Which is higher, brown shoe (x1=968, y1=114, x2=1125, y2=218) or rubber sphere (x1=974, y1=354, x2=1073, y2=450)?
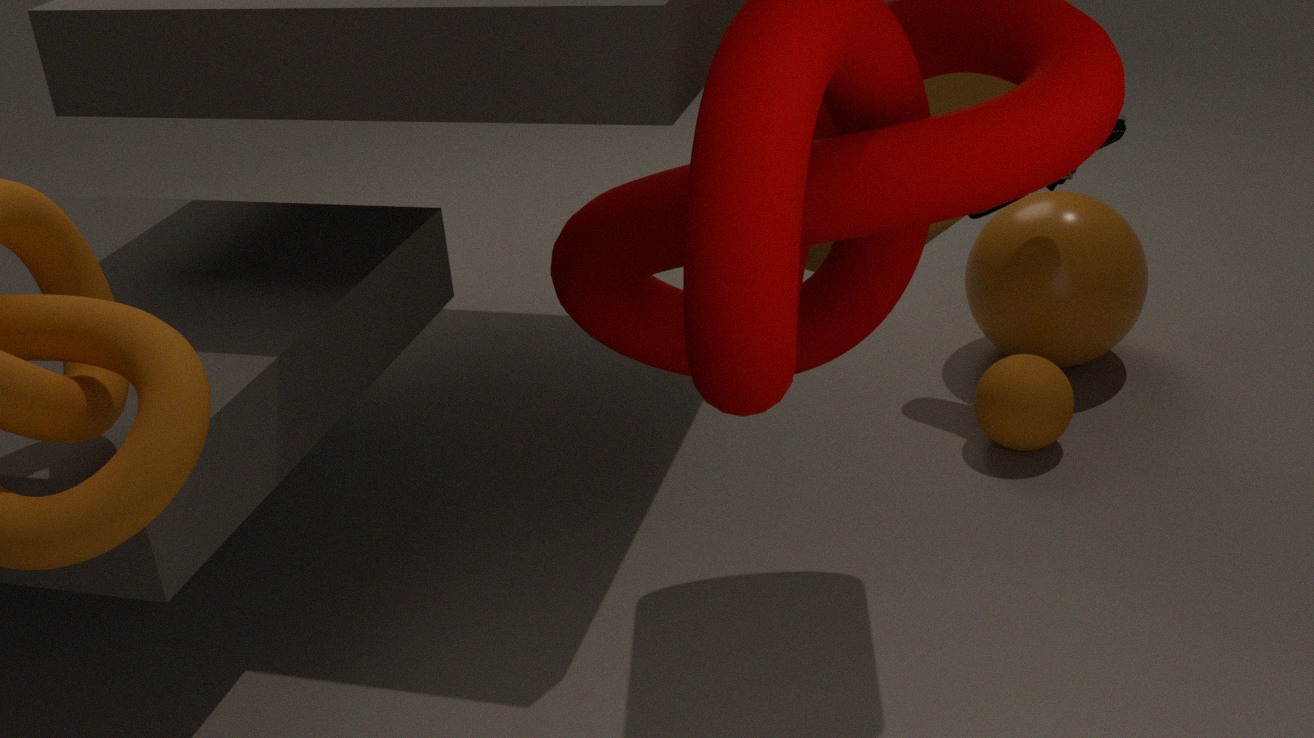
brown shoe (x1=968, y1=114, x2=1125, y2=218)
